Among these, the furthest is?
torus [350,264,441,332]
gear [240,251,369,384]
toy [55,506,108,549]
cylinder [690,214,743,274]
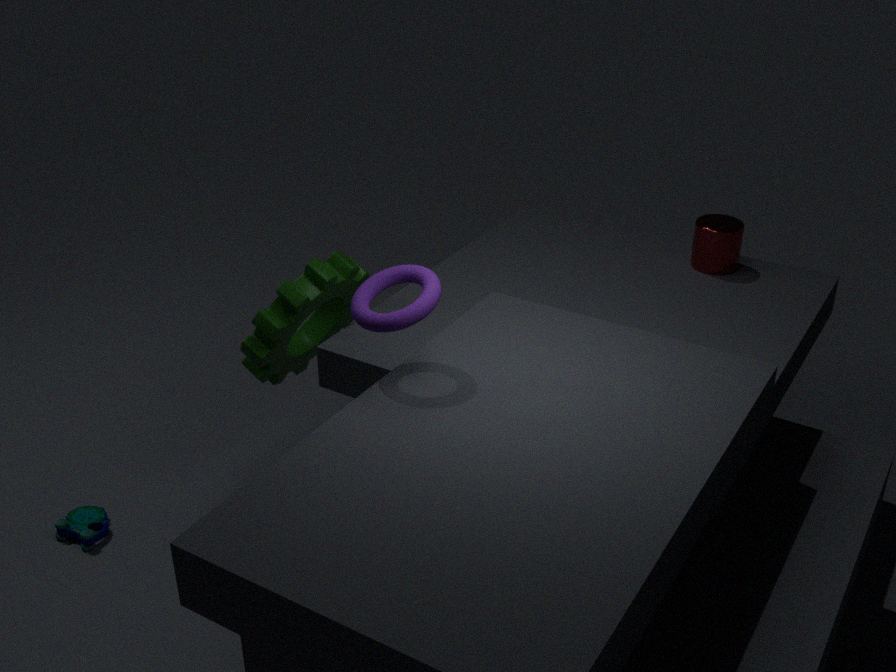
cylinder [690,214,743,274]
